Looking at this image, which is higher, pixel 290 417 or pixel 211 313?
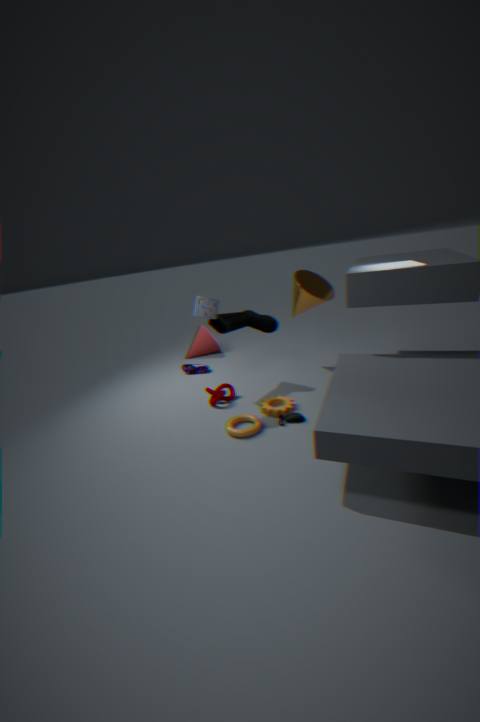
pixel 211 313
